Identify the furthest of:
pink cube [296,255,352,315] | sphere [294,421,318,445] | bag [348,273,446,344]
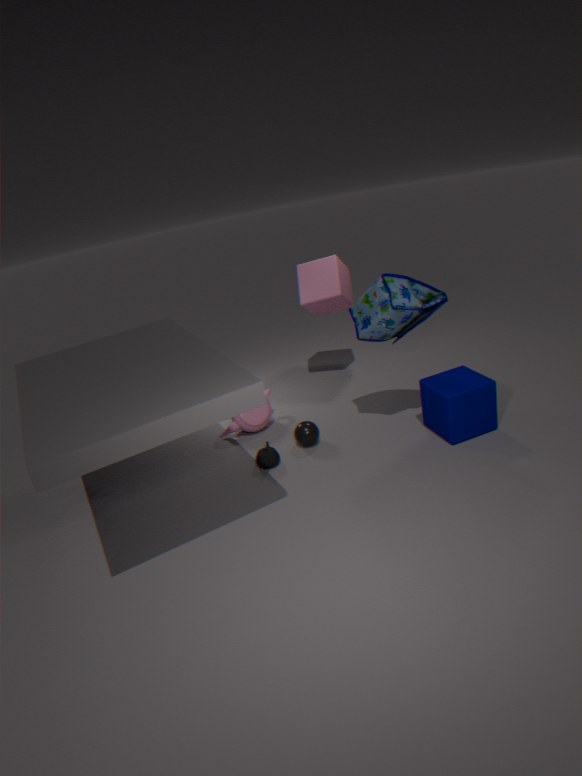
pink cube [296,255,352,315]
